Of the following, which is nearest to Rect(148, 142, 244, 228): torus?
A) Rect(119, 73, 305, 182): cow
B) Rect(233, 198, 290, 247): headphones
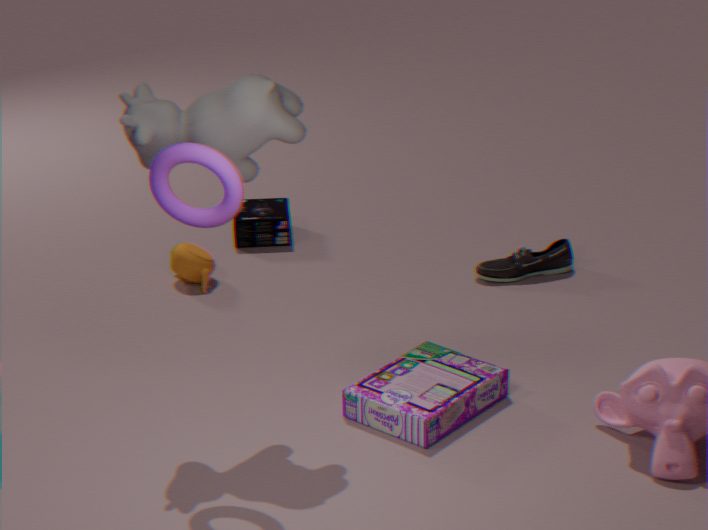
Rect(119, 73, 305, 182): cow
